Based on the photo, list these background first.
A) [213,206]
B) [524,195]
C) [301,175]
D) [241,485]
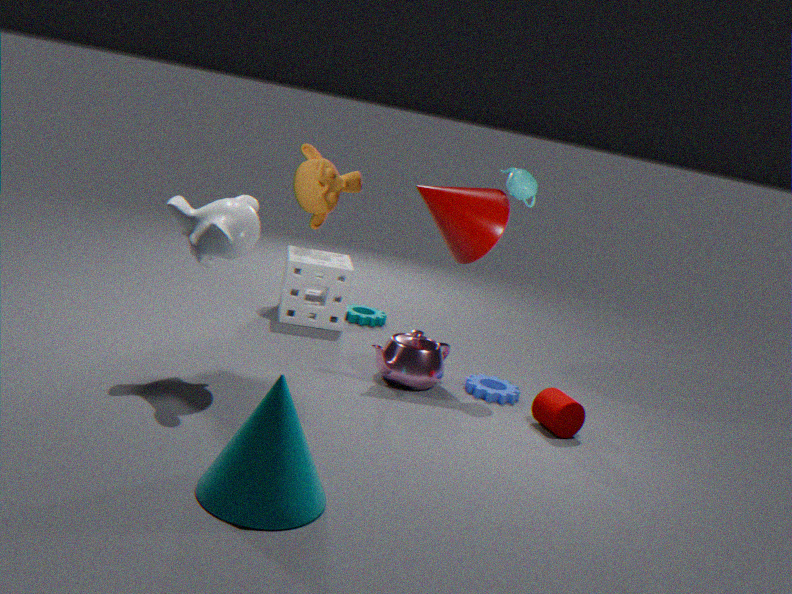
[301,175]
[524,195]
[213,206]
[241,485]
